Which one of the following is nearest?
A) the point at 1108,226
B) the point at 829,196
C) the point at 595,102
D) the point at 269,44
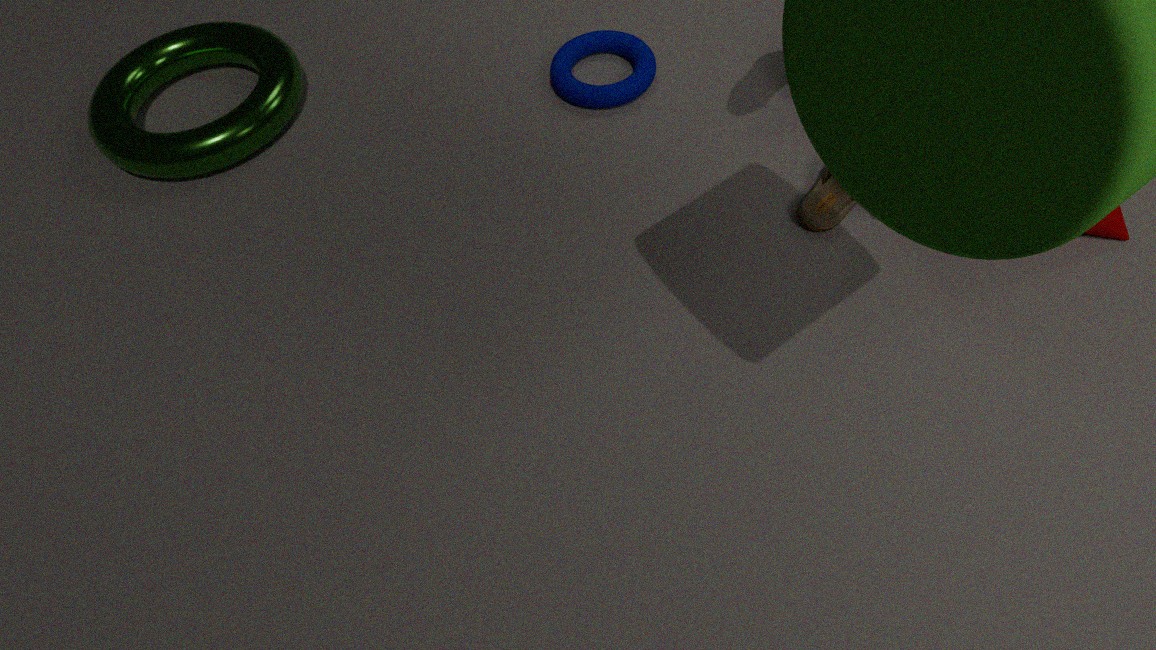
the point at 1108,226
